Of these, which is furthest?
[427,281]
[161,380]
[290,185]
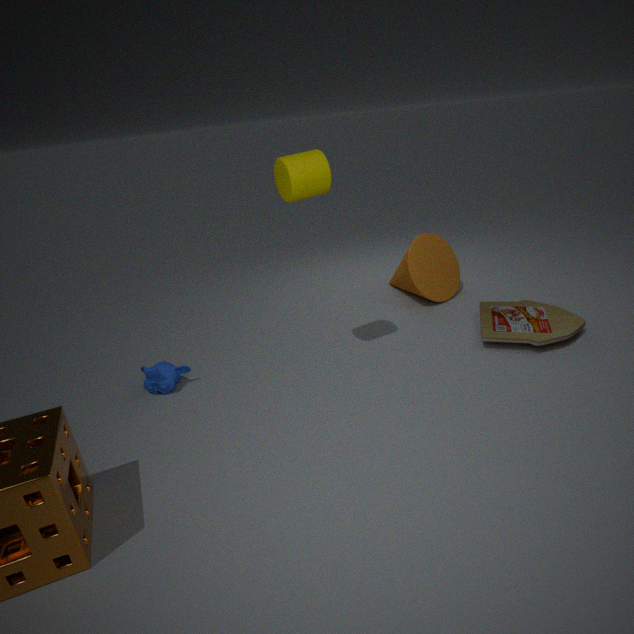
[427,281]
